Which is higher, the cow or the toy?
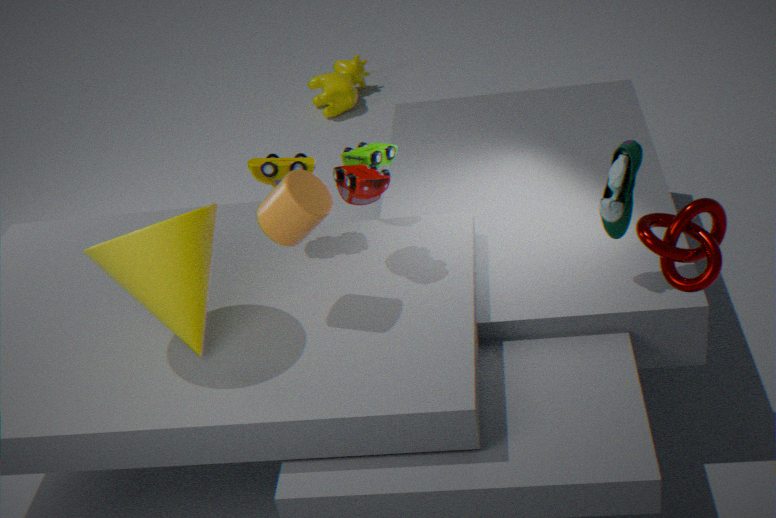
the toy
